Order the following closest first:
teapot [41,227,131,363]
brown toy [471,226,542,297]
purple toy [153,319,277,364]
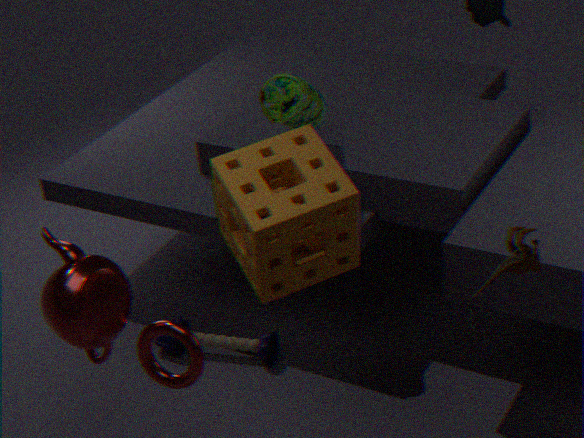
1. brown toy [471,226,542,297]
2. teapot [41,227,131,363]
3. purple toy [153,319,277,364]
